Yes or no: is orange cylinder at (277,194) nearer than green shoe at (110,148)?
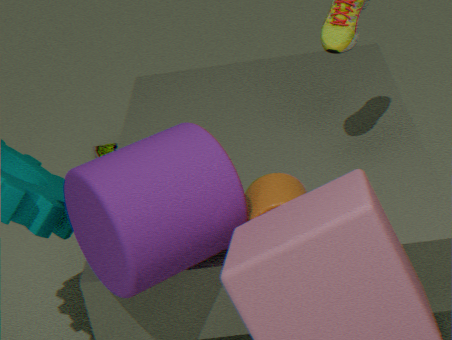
Yes
